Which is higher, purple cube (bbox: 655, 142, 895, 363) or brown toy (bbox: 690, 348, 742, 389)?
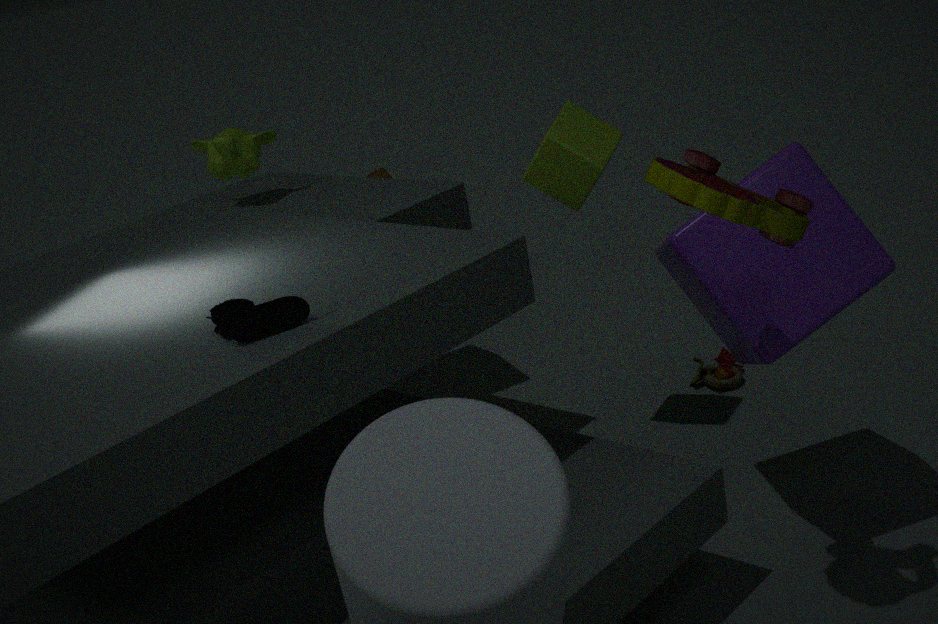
purple cube (bbox: 655, 142, 895, 363)
